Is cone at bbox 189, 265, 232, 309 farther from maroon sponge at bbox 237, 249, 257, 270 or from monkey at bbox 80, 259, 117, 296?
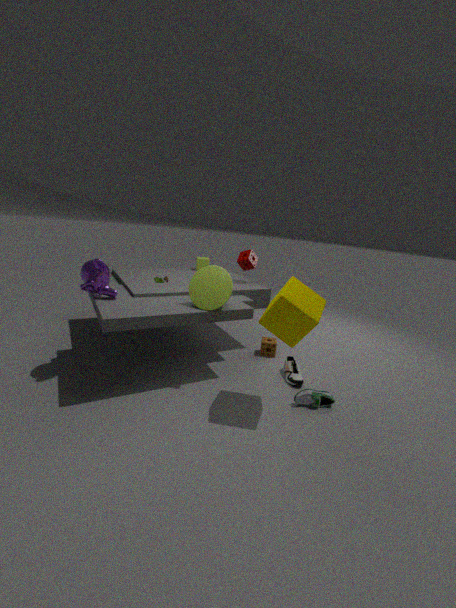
maroon sponge at bbox 237, 249, 257, 270
